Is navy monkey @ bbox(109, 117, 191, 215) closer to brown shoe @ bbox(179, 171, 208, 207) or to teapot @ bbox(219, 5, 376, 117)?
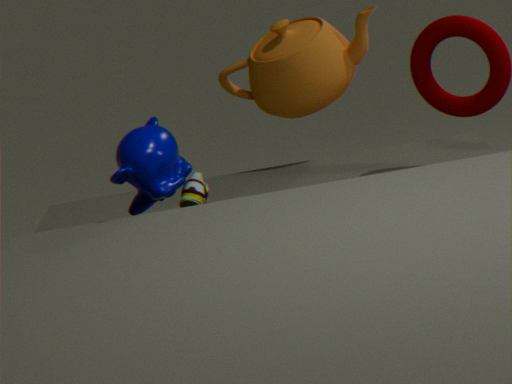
brown shoe @ bbox(179, 171, 208, 207)
